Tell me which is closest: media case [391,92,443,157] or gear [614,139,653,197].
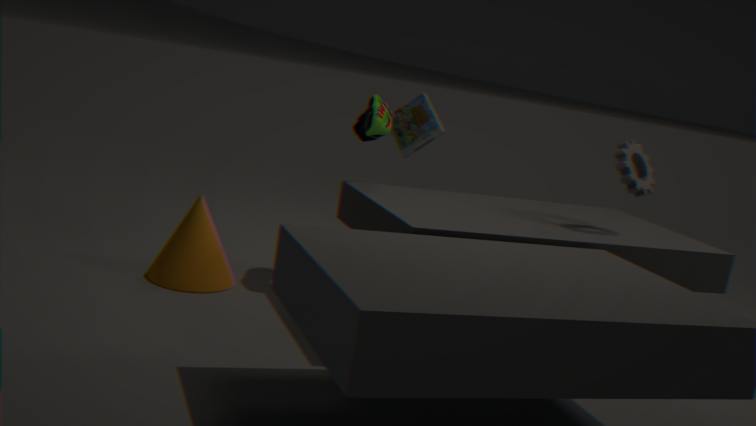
gear [614,139,653,197]
